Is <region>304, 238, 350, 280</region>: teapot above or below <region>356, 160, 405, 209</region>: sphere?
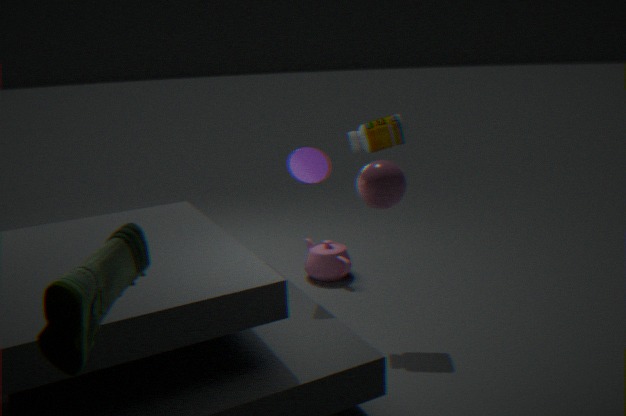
below
